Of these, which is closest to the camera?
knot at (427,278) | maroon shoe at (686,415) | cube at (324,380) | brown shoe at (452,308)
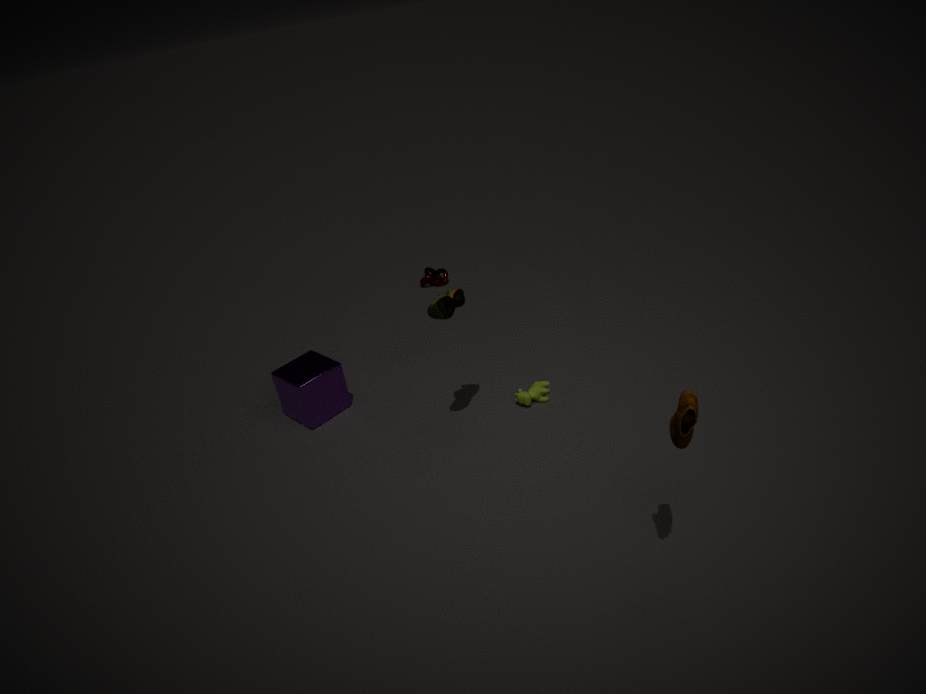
maroon shoe at (686,415)
